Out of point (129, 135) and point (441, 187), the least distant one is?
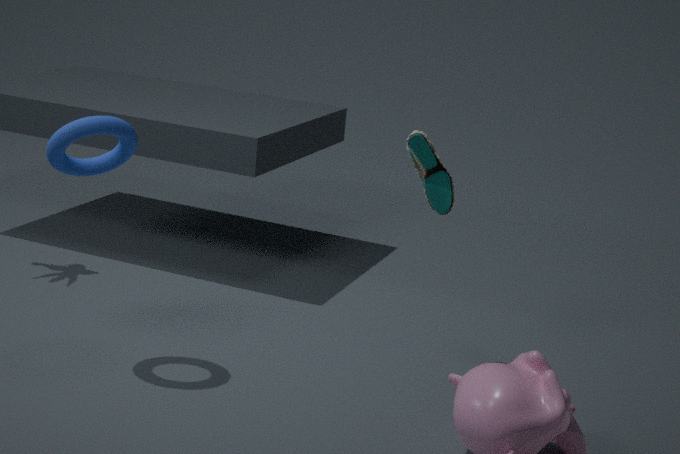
point (129, 135)
